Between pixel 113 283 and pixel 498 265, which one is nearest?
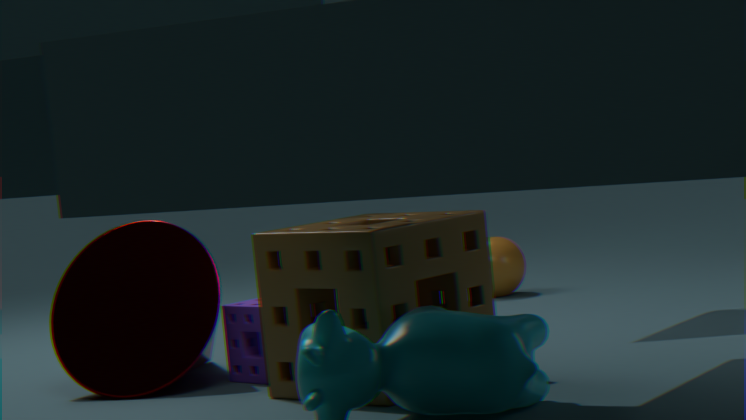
pixel 113 283
